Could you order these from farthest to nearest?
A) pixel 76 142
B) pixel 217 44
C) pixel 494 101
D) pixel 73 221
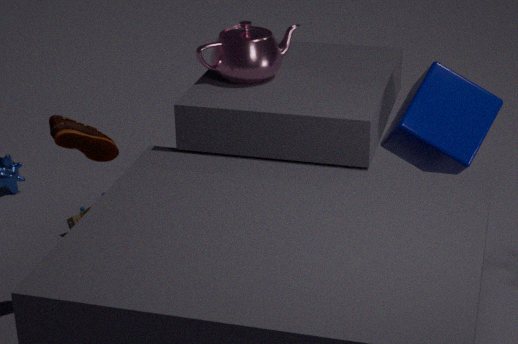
pixel 73 221 < pixel 217 44 < pixel 494 101 < pixel 76 142
